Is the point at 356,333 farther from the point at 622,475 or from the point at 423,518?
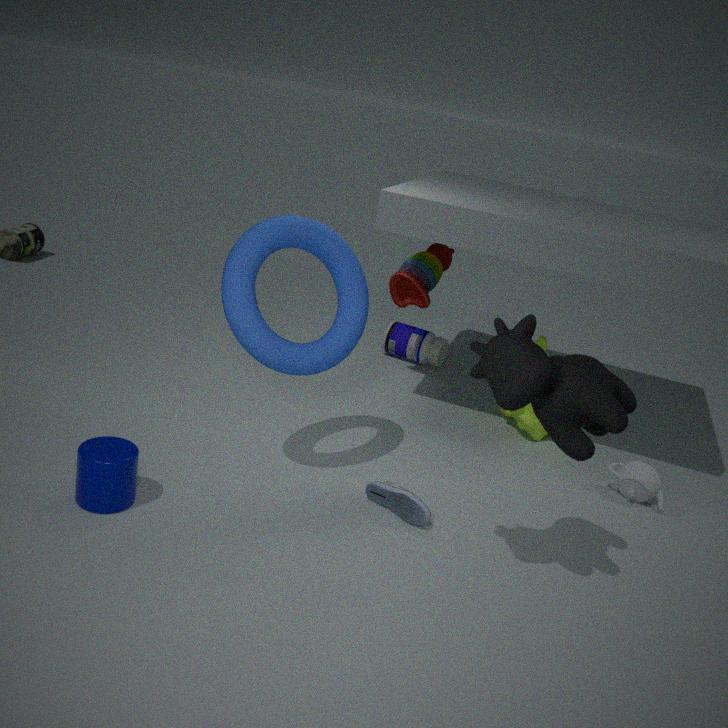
the point at 622,475
